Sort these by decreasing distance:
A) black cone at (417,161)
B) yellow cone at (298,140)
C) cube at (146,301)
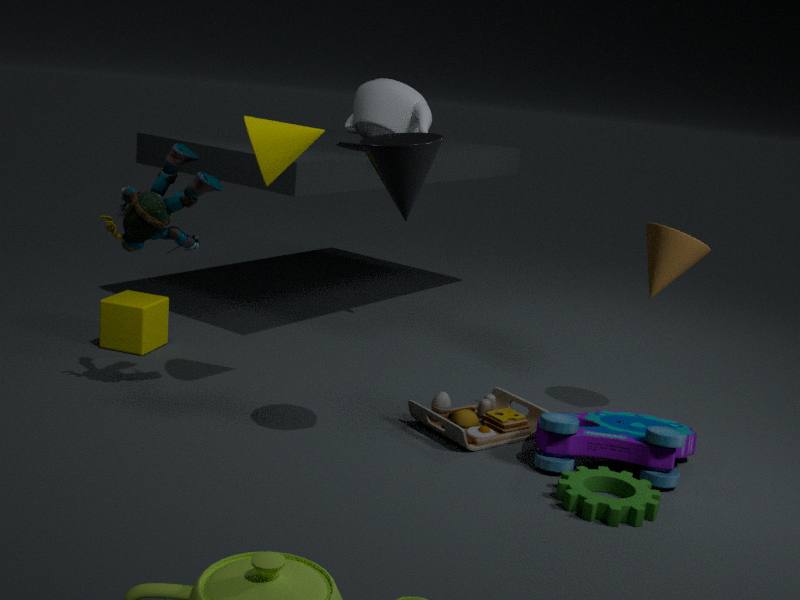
cube at (146,301) < yellow cone at (298,140) < black cone at (417,161)
